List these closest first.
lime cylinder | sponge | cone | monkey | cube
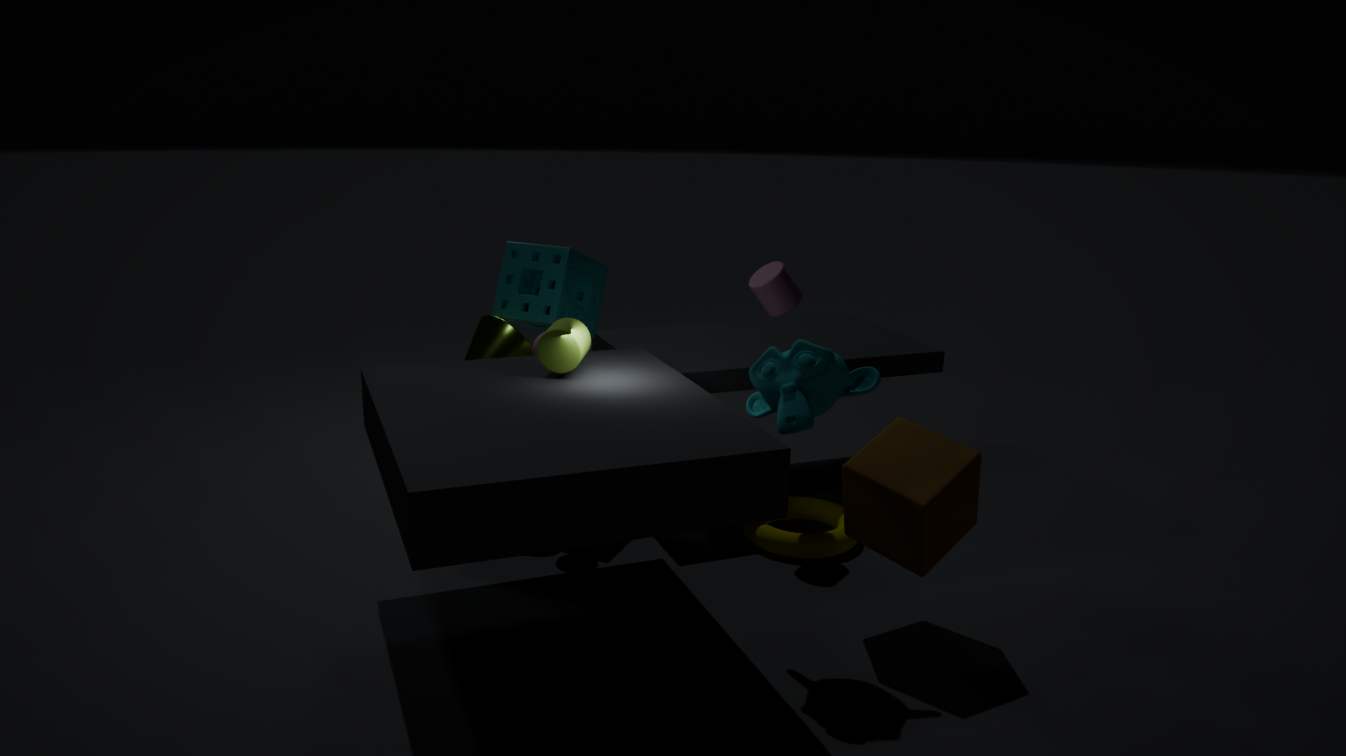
1. monkey
2. cube
3. lime cylinder
4. cone
5. sponge
